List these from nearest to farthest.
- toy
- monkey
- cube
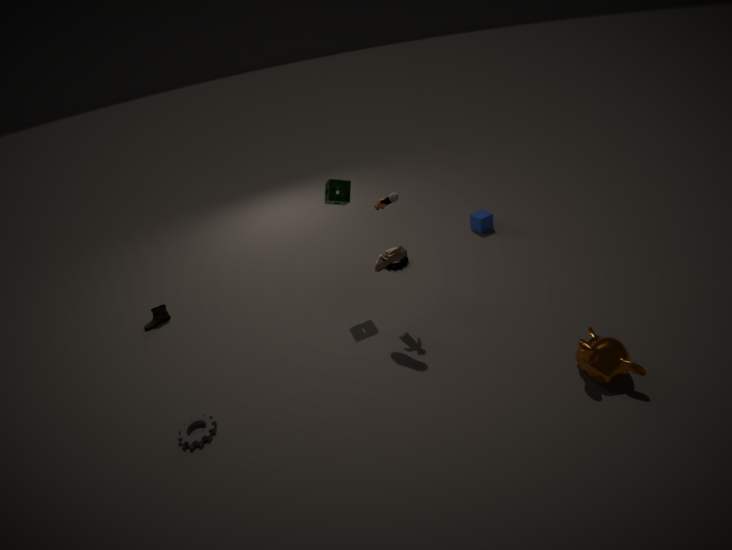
monkey → toy → cube
